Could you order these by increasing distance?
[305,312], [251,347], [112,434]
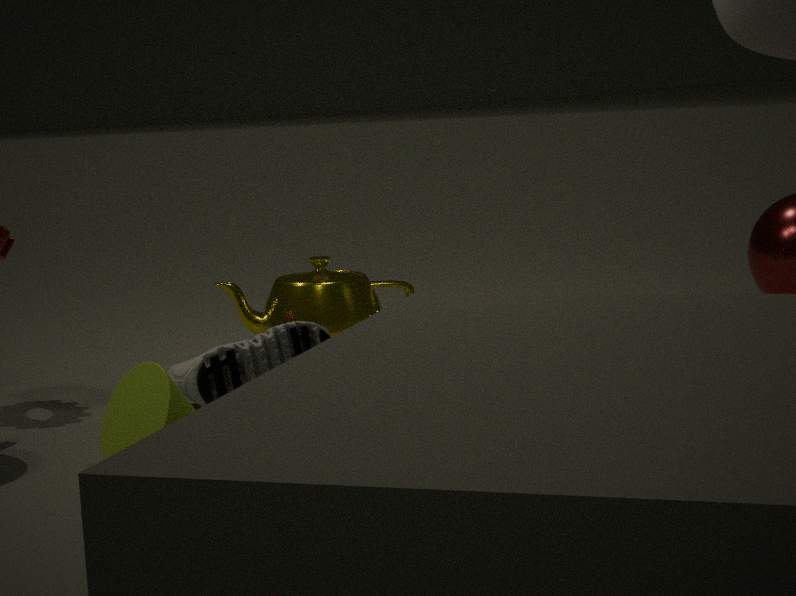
[112,434] → [251,347] → [305,312]
